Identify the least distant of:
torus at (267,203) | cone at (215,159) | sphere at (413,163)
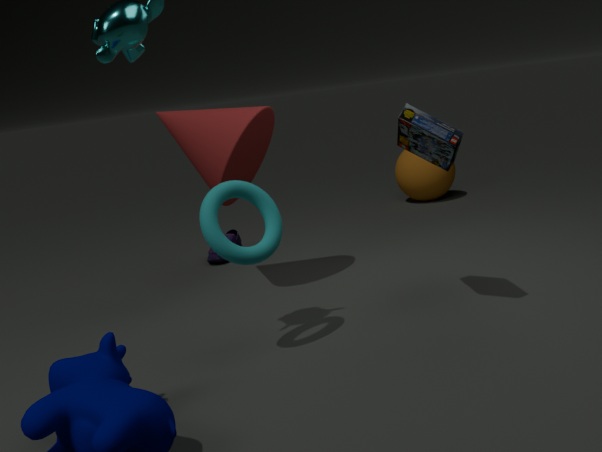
torus at (267,203)
